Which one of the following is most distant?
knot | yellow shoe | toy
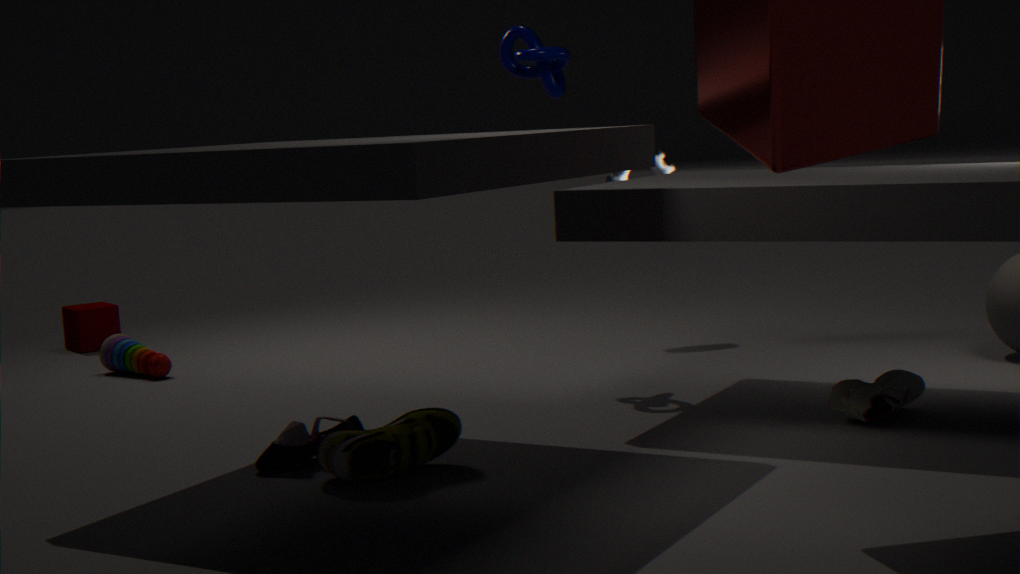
toy
